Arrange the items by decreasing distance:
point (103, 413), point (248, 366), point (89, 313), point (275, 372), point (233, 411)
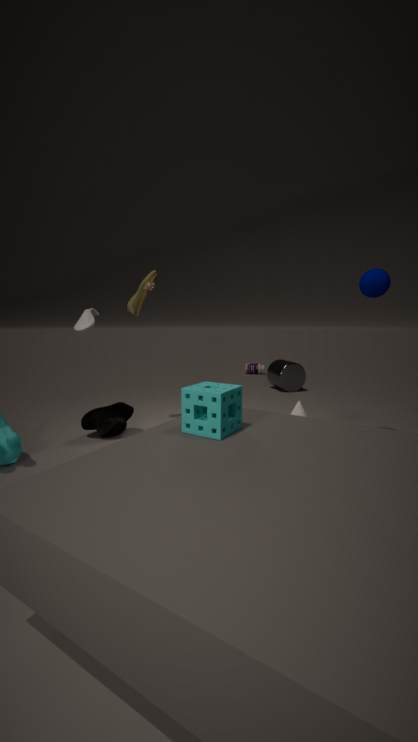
point (248, 366)
point (275, 372)
point (103, 413)
point (89, 313)
point (233, 411)
